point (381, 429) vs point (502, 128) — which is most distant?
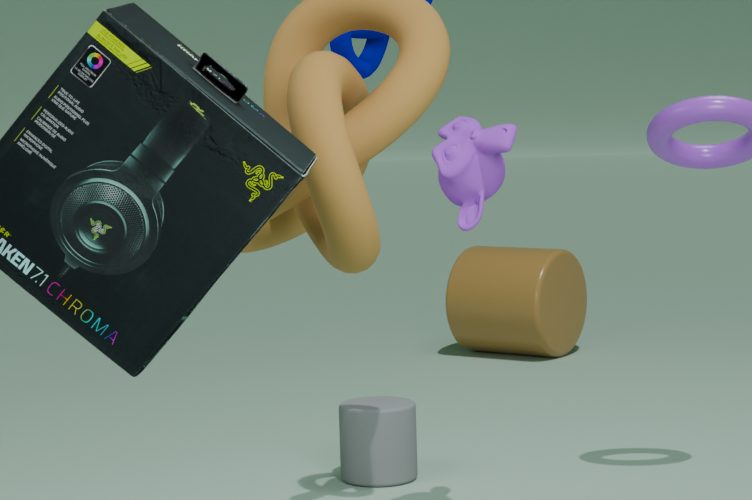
point (381, 429)
